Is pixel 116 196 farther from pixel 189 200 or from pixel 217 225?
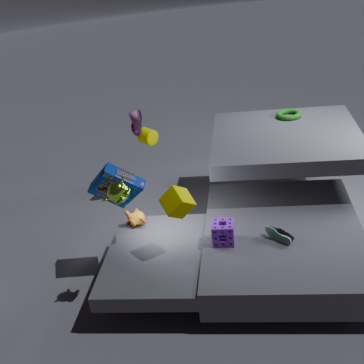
pixel 217 225
